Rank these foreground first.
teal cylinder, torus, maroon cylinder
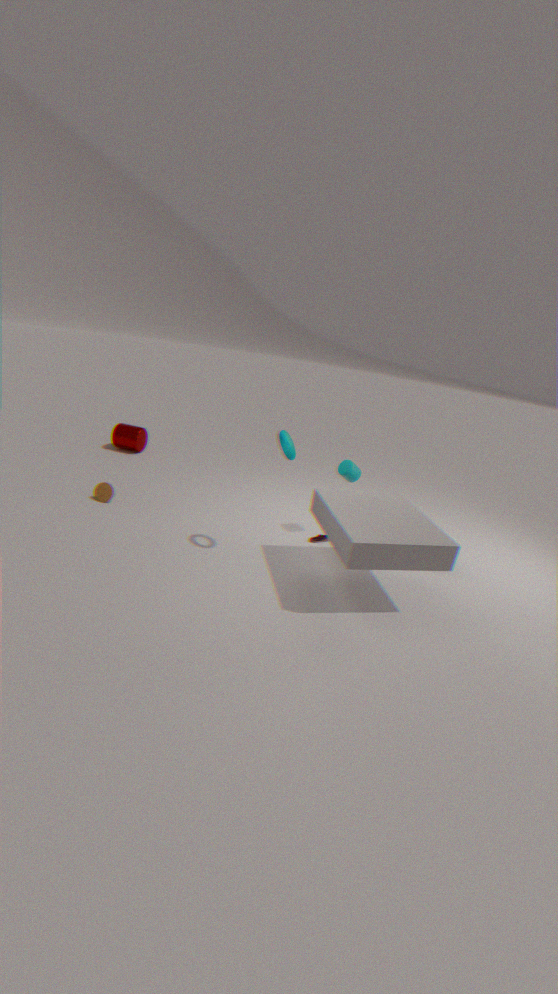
torus → teal cylinder → maroon cylinder
